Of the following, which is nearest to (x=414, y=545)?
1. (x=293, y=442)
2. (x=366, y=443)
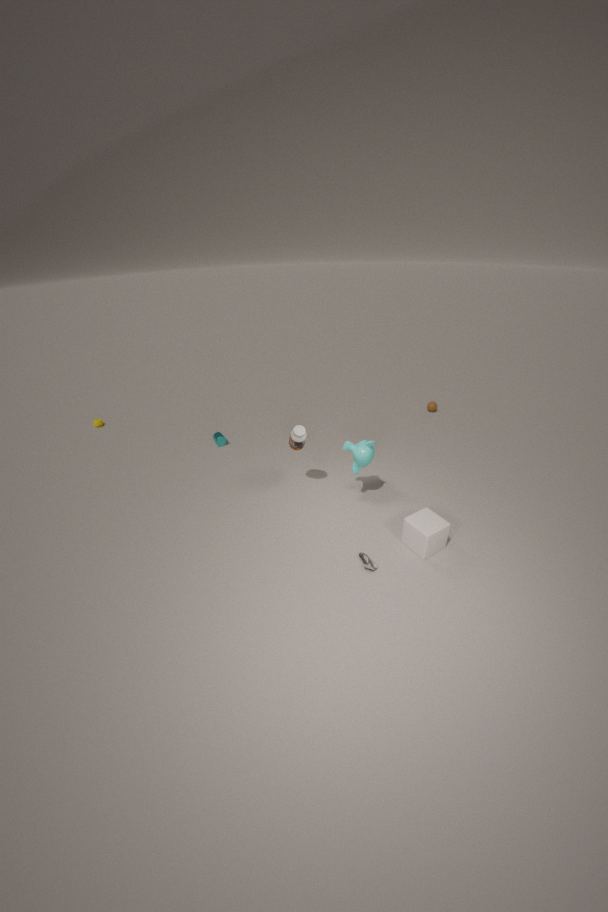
(x=366, y=443)
